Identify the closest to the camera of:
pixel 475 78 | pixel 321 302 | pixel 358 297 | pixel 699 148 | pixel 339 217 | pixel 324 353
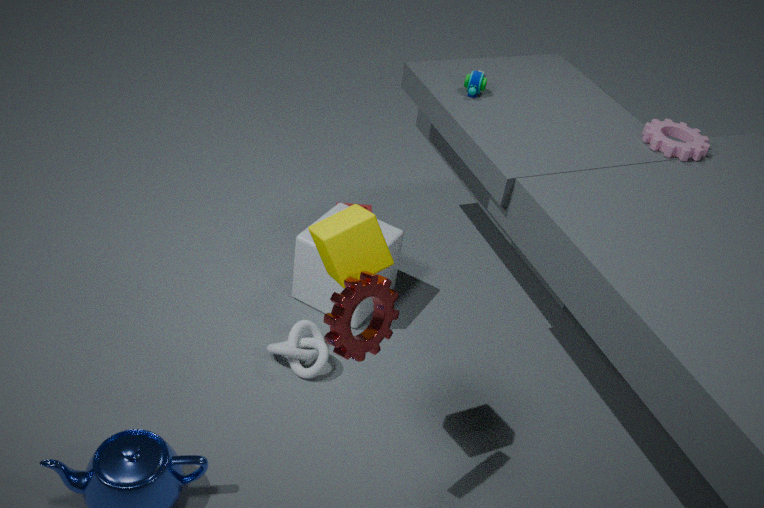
pixel 358 297
